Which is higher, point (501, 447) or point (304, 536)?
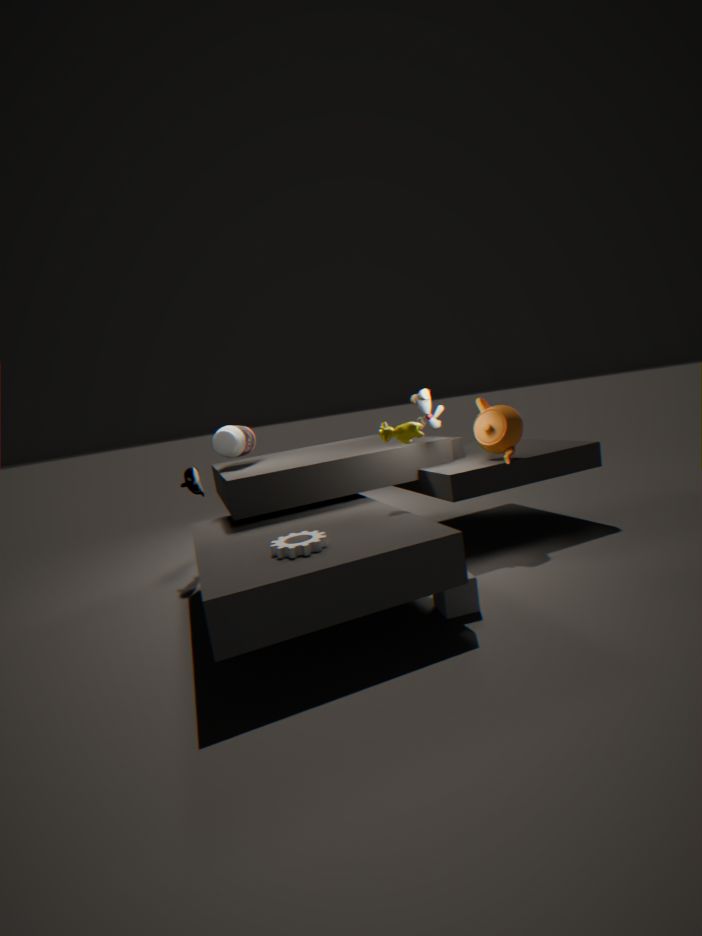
point (501, 447)
